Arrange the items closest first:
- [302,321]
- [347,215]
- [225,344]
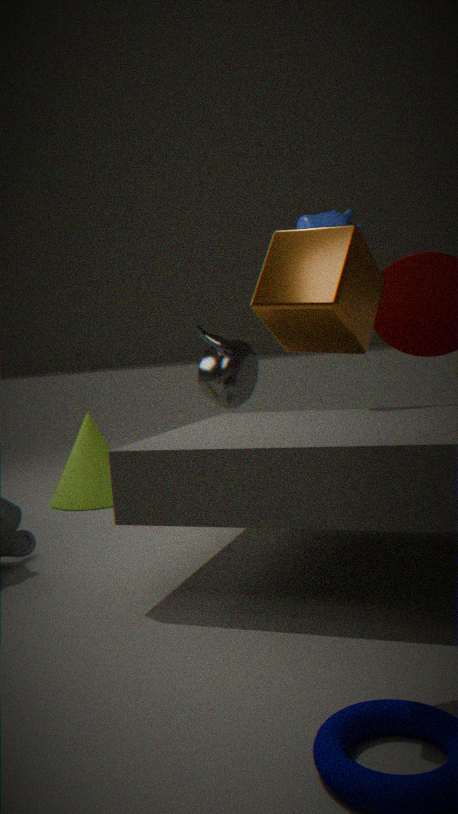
[302,321] → [347,215] → [225,344]
